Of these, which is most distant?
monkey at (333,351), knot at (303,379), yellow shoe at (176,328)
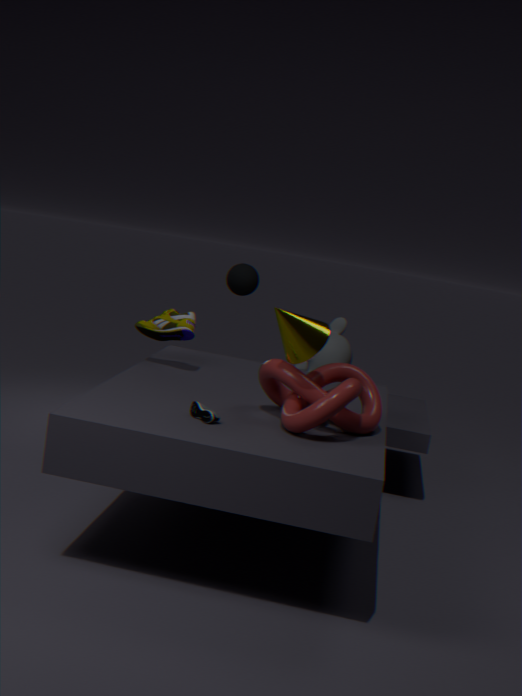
monkey at (333,351)
